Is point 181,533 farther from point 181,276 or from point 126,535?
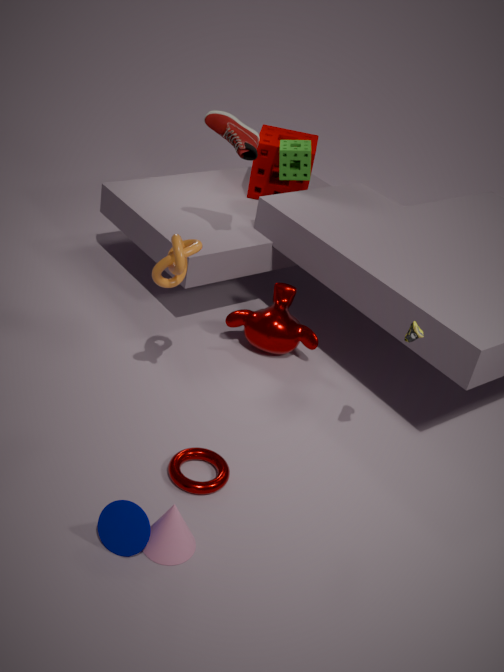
point 181,276
